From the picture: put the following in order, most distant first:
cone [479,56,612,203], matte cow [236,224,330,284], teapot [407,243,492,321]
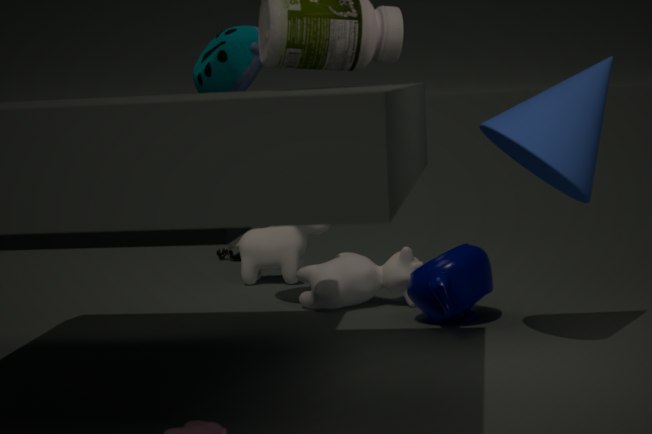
matte cow [236,224,330,284], teapot [407,243,492,321], cone [479,56,612,203]
